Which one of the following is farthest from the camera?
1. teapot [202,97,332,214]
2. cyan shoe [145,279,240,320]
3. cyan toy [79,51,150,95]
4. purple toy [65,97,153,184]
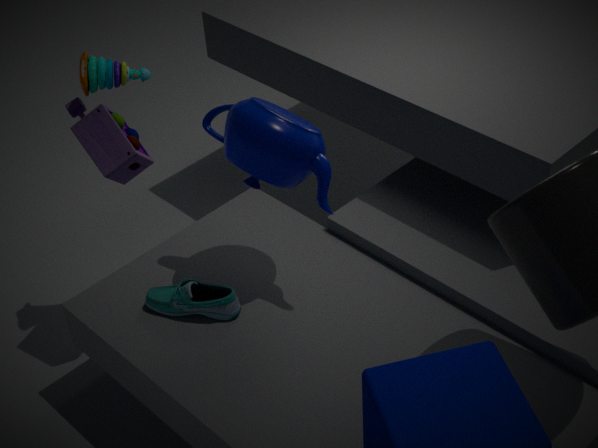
cyan toy [79,51,150,95]
